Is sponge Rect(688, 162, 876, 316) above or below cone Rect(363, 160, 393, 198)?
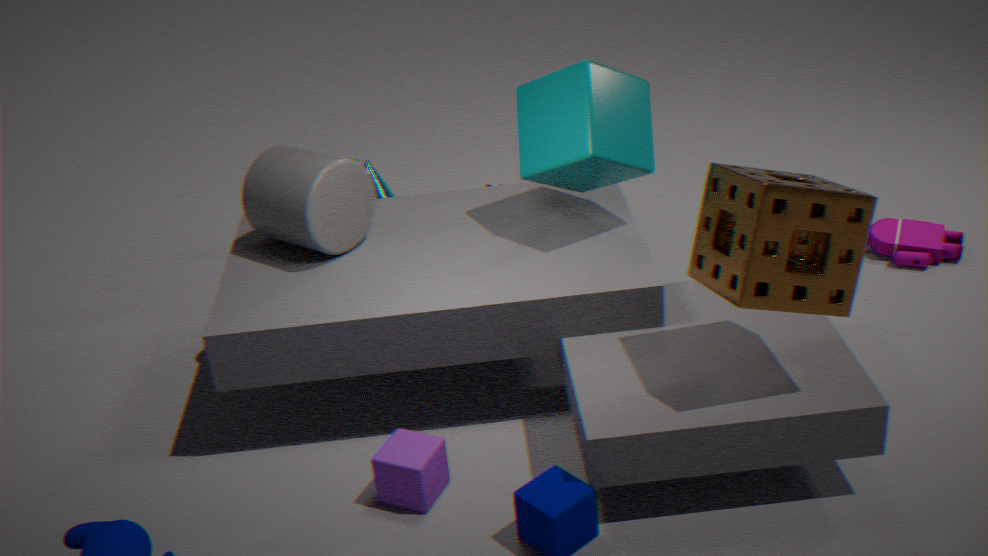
above
